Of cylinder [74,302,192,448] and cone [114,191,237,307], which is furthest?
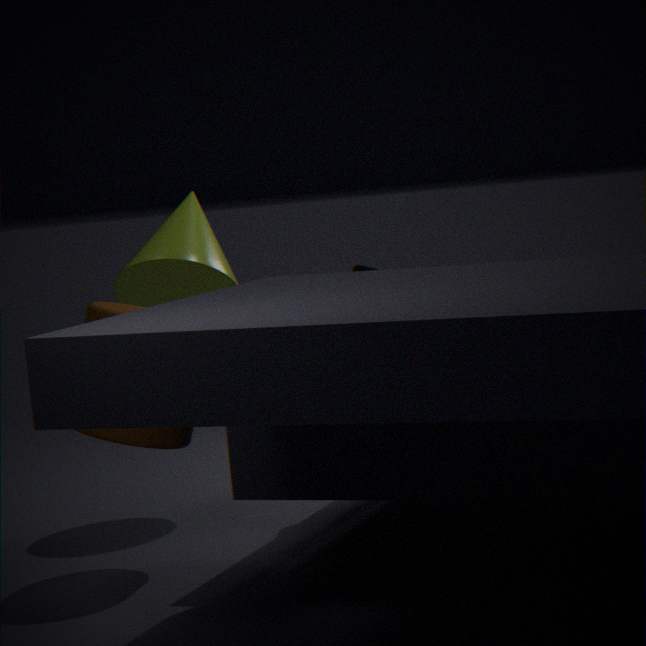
cone [114,191,237,307]
